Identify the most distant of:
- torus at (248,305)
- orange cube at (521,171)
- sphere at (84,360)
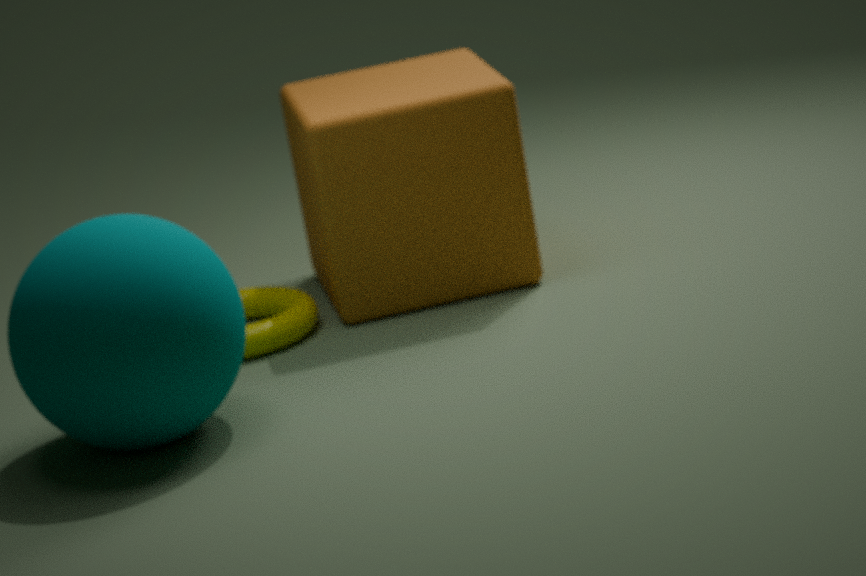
orange cube at (521,171)
